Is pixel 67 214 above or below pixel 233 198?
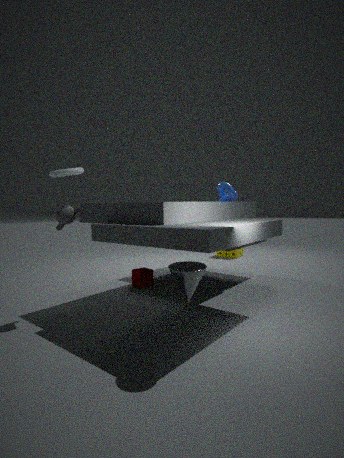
below
